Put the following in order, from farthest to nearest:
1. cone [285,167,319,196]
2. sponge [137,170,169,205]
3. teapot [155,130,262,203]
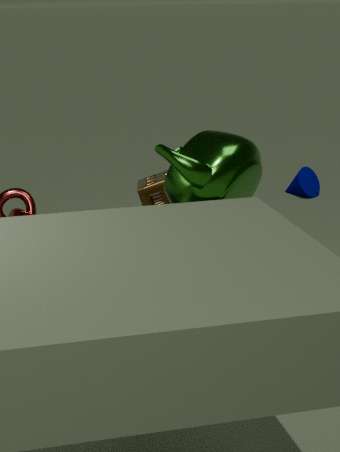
cone [285,167,319,196]
sponge [137,170,169,205]
teapot [155,130,262,203]
